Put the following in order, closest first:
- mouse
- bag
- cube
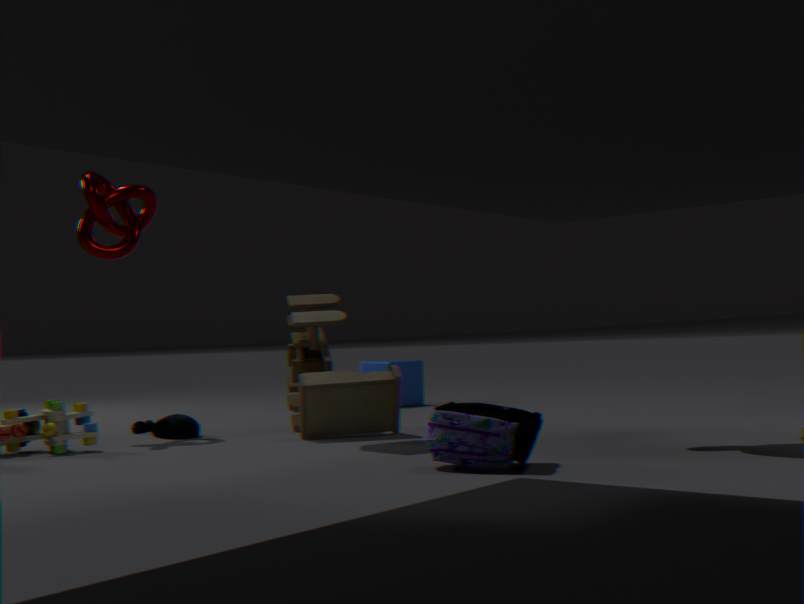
bag < mouse < cube
